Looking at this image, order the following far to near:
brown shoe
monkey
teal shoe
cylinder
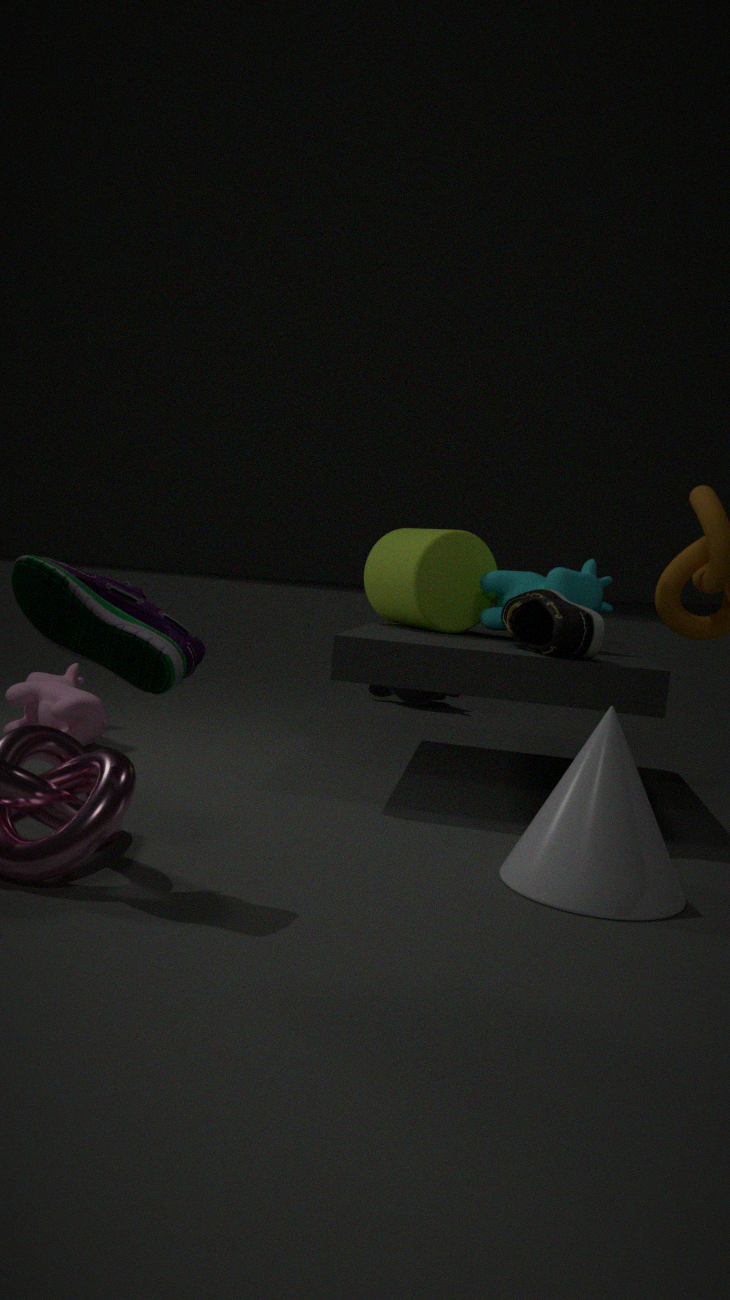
monkey, cylinder, brown shoe, teal shoe
